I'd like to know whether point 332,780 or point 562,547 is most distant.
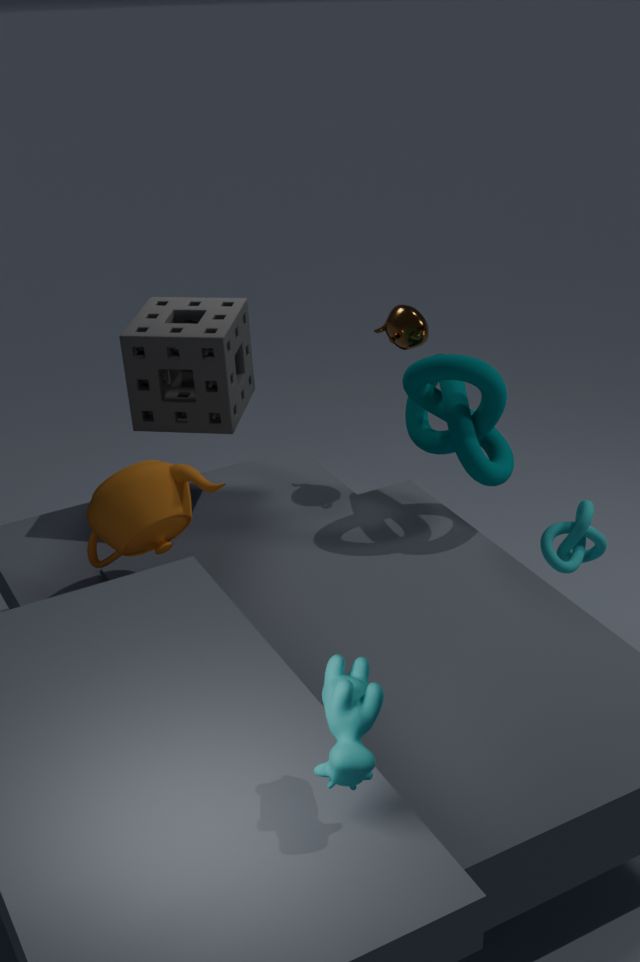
point 562,547
